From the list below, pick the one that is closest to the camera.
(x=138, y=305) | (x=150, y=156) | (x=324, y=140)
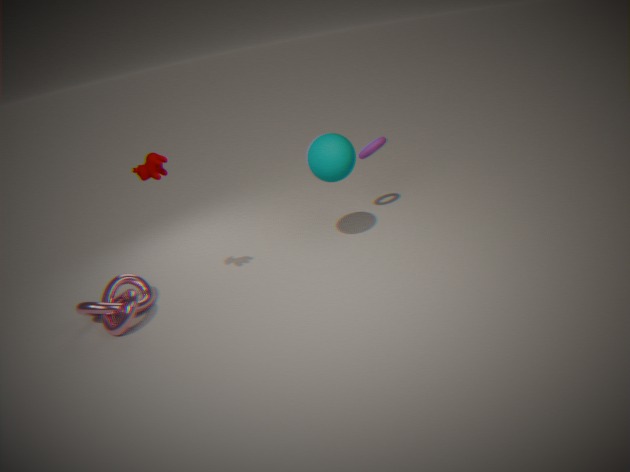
(x=150, y=156)
